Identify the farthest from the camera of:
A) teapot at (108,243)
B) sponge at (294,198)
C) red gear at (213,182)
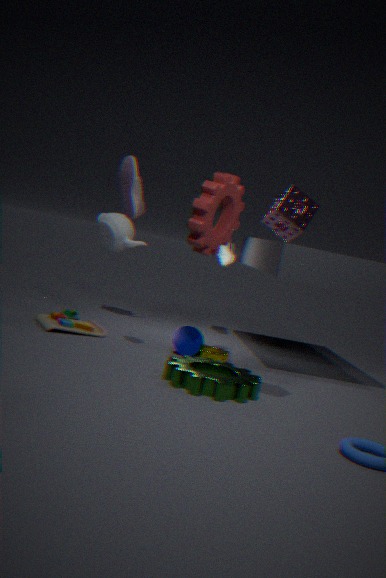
teapot at (108,243)
